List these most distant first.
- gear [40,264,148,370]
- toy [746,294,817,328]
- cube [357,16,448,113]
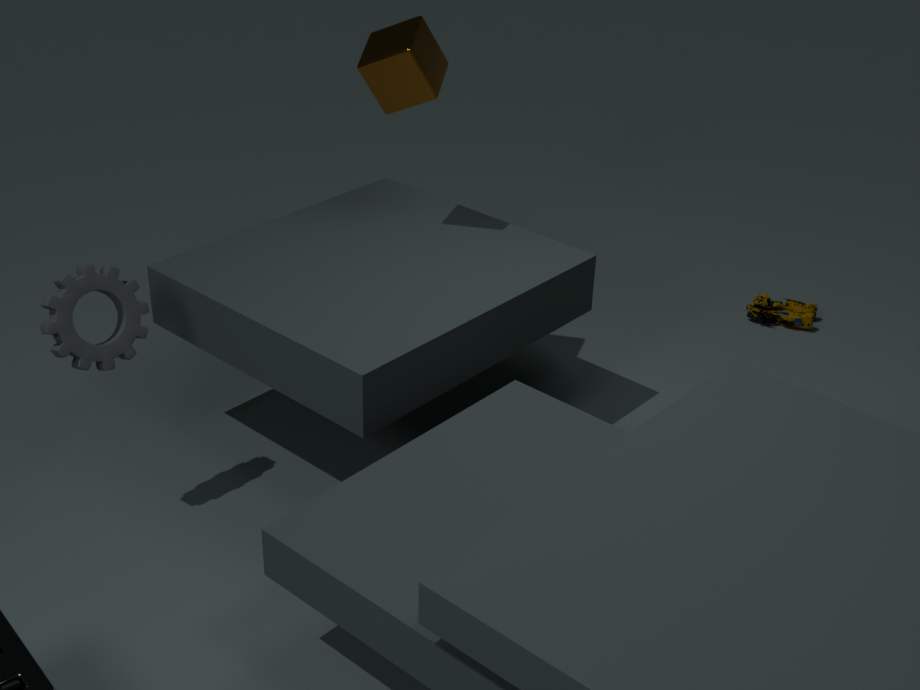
toy [746,294,817,328] → cube [357,16,448,113] → gear [40,264,148,370]
